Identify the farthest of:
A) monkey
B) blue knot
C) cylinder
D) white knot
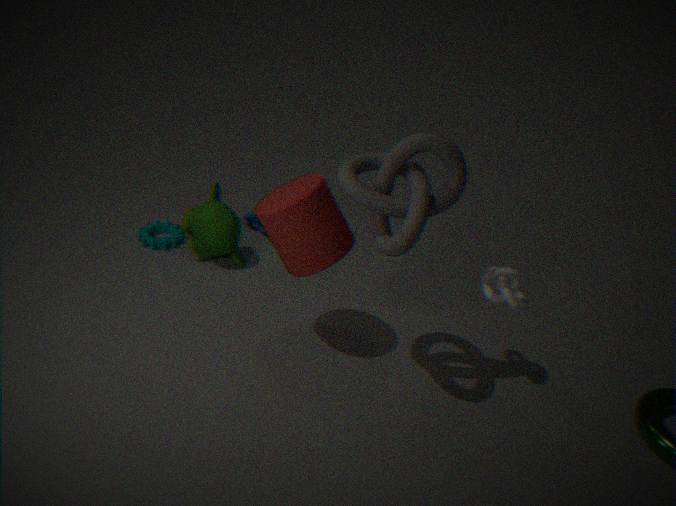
blue knot
